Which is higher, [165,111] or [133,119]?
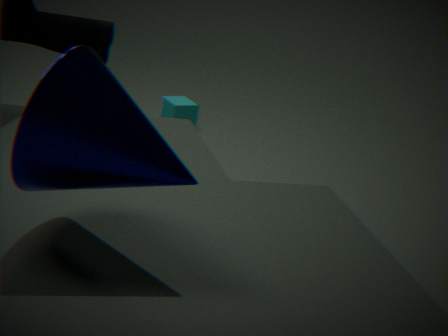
[133,119]
